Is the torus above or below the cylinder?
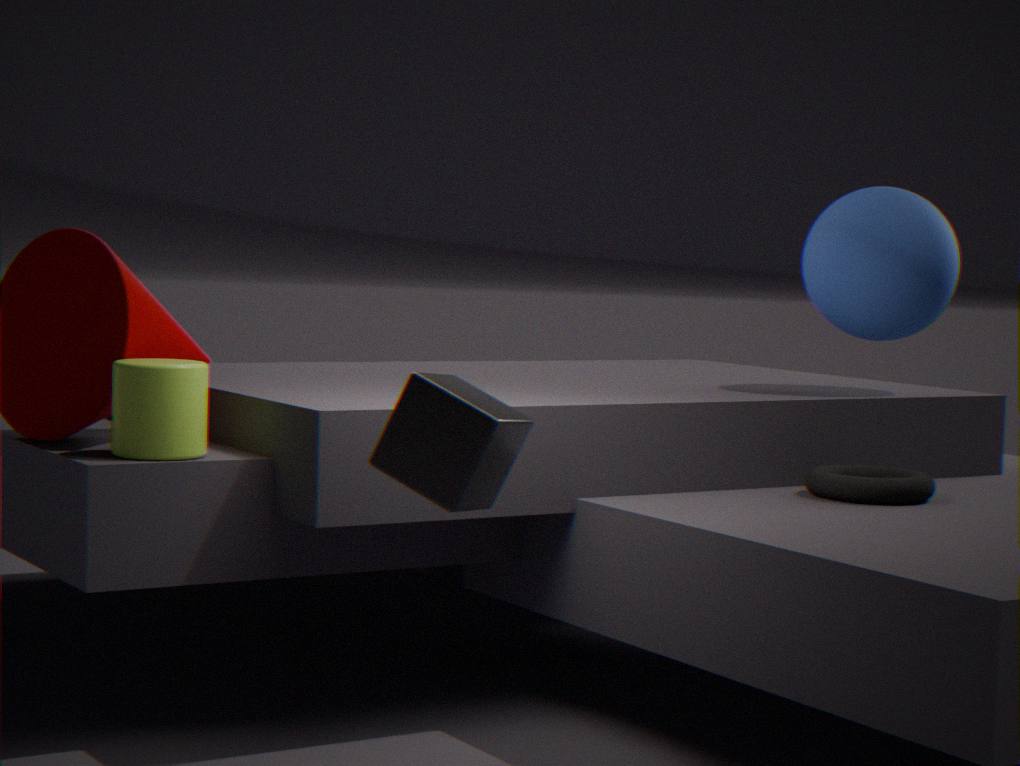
below
